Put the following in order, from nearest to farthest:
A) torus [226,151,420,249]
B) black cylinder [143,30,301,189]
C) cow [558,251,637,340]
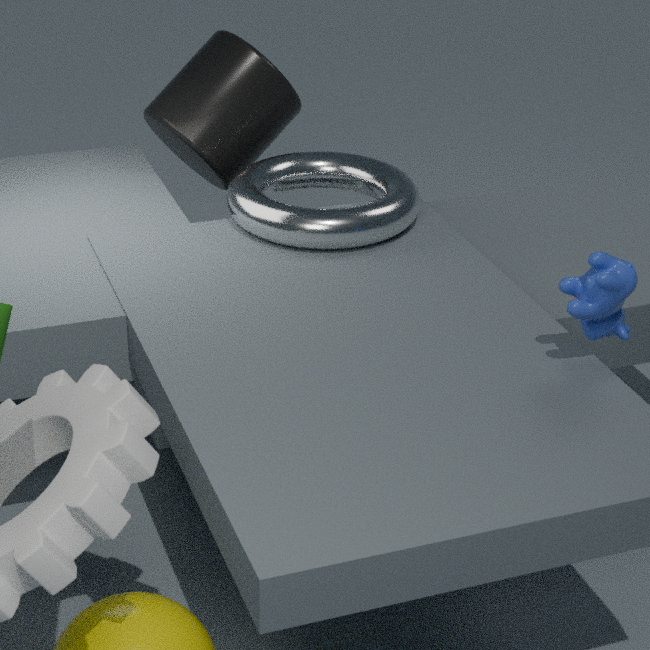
cow [558,251,637,340], torus [226,151,420,249], black cylinder [143,30,301,189]
